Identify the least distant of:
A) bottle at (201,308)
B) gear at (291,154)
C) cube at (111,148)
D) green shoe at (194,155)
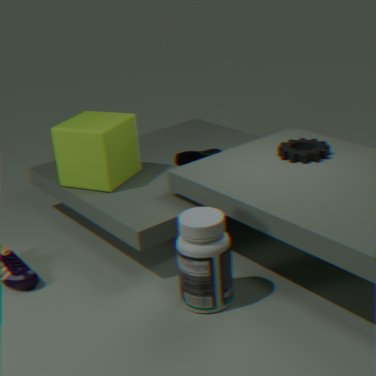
bottle at (201,308)
